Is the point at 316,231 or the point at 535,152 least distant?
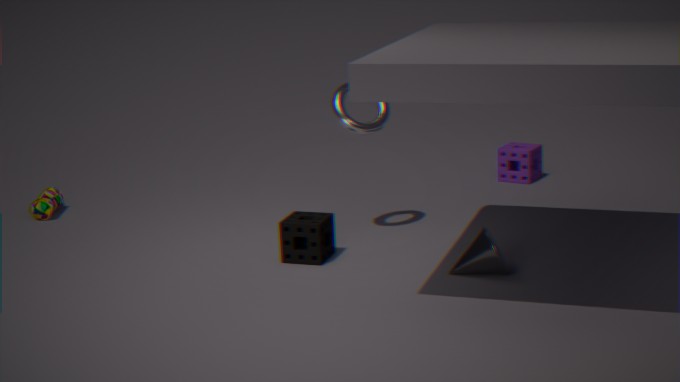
the point at 316,231
